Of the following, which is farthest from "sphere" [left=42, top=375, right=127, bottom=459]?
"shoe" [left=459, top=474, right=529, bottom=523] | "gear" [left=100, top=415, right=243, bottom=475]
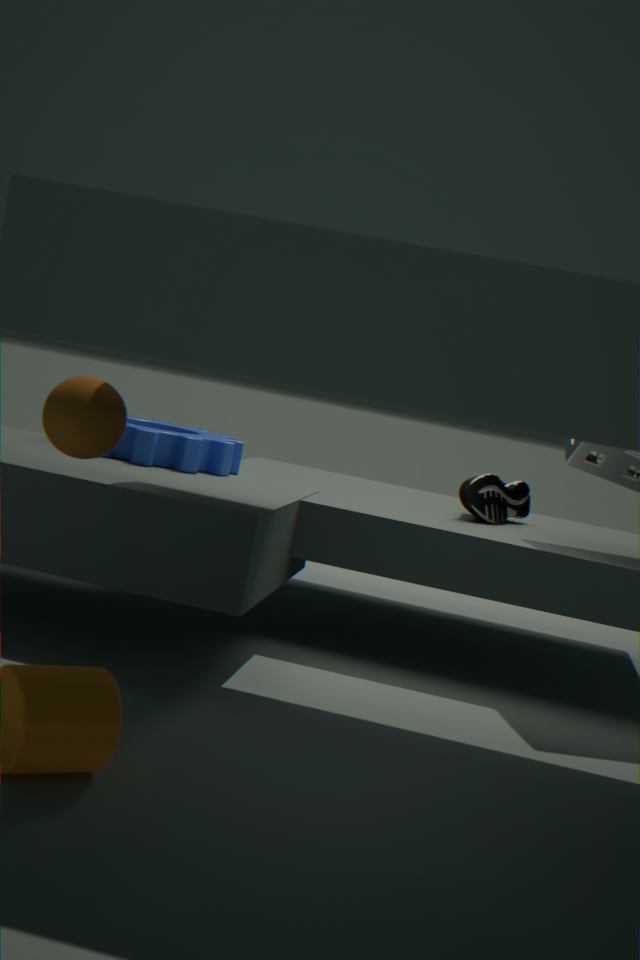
"shoe" [left=459, top=474, right=529, bottom=523]
